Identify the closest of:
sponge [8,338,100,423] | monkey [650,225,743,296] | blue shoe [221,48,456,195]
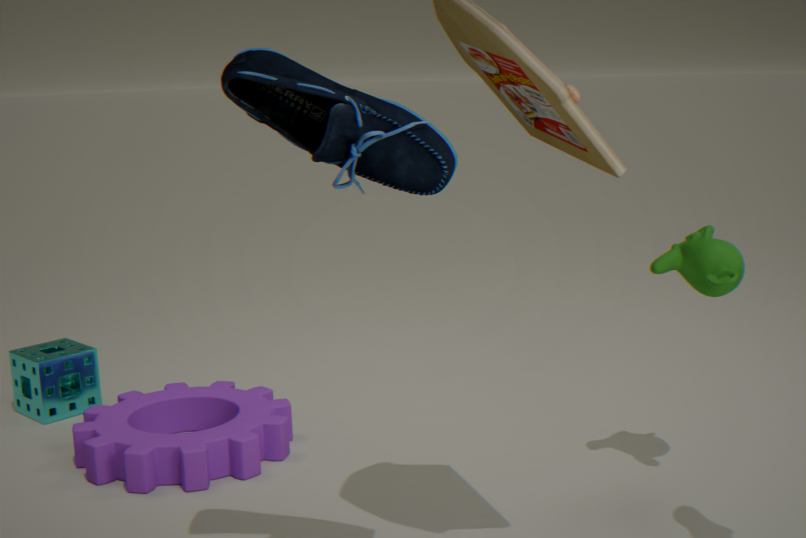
blue shoe [221,48,456,195]
